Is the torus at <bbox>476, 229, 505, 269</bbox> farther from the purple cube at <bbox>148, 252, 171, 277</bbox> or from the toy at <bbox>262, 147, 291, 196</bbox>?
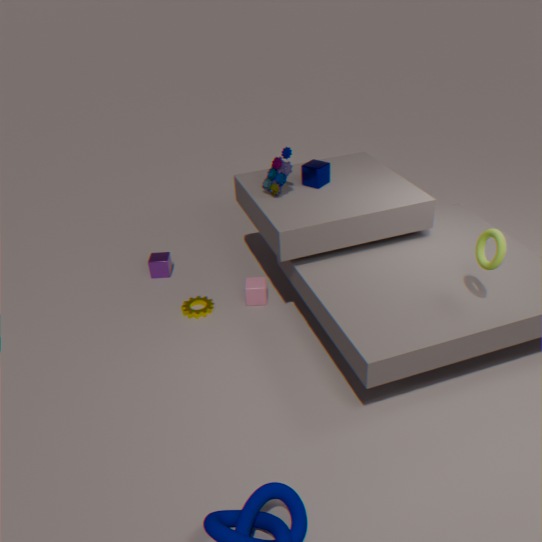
the purple cube at <bbox>148, 252, 171, 277</bbox>
